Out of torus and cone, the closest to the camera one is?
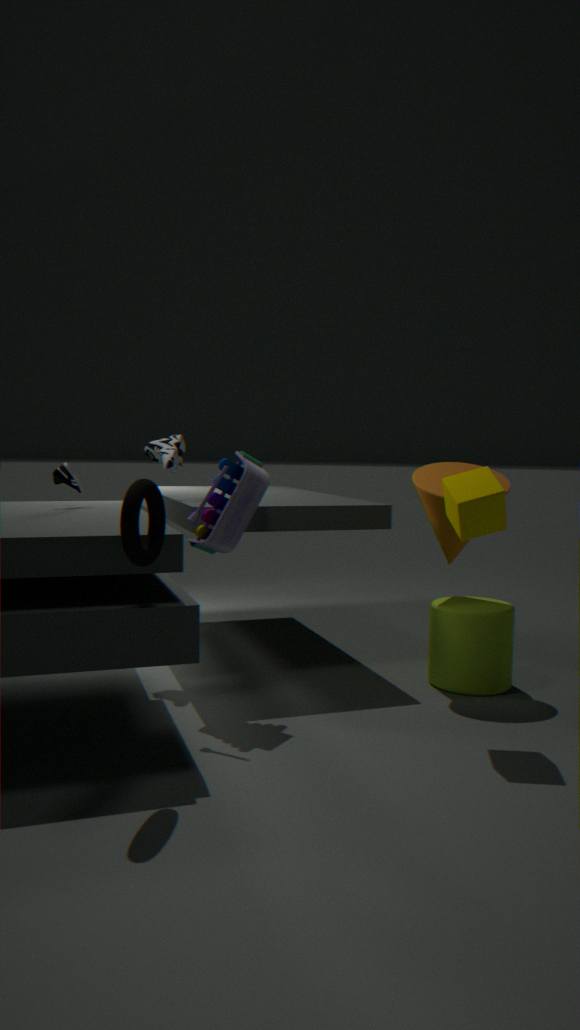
torus
